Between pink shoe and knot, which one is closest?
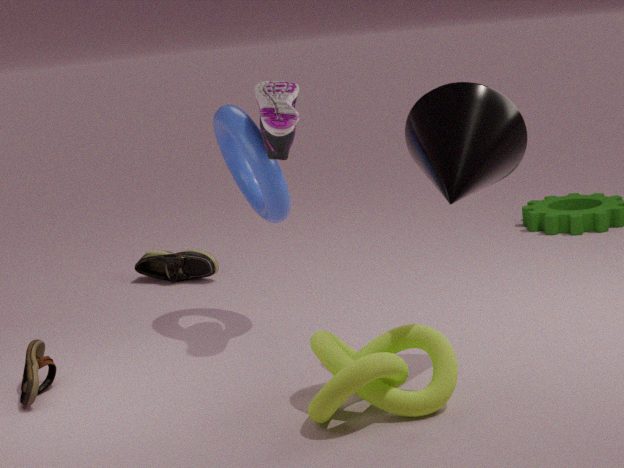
knot
